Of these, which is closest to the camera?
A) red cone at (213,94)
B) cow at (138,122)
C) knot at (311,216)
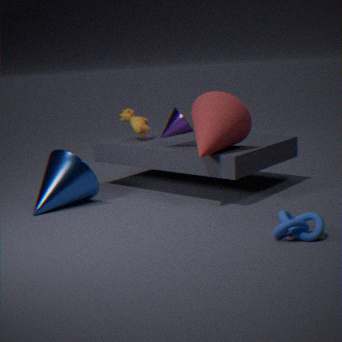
knot at (311,216)
